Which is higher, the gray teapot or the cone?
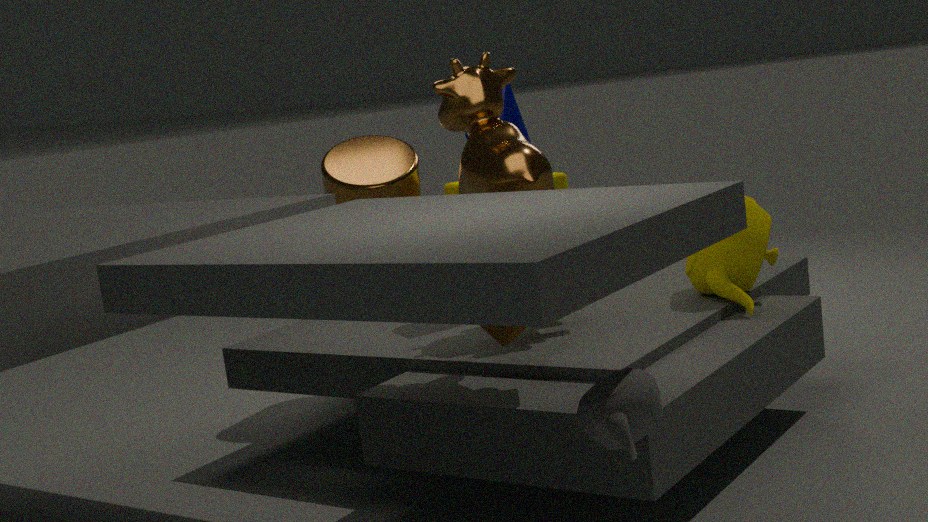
the cone
